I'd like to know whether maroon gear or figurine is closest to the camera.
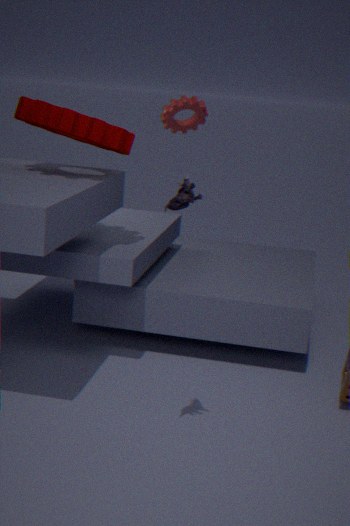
figurine
